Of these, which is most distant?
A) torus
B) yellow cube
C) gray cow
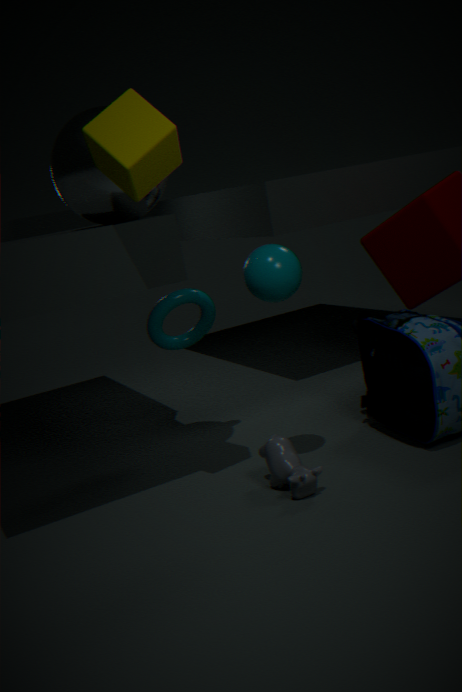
torus
